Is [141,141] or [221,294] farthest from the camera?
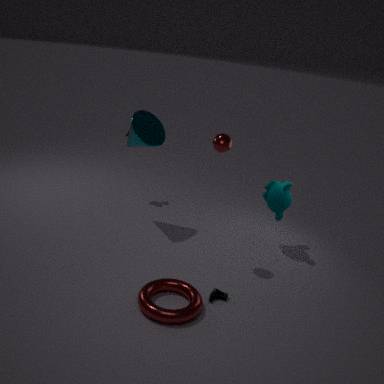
[141,141]
